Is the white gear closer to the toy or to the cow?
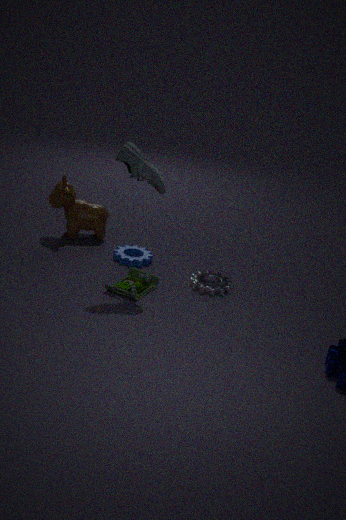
the toy
